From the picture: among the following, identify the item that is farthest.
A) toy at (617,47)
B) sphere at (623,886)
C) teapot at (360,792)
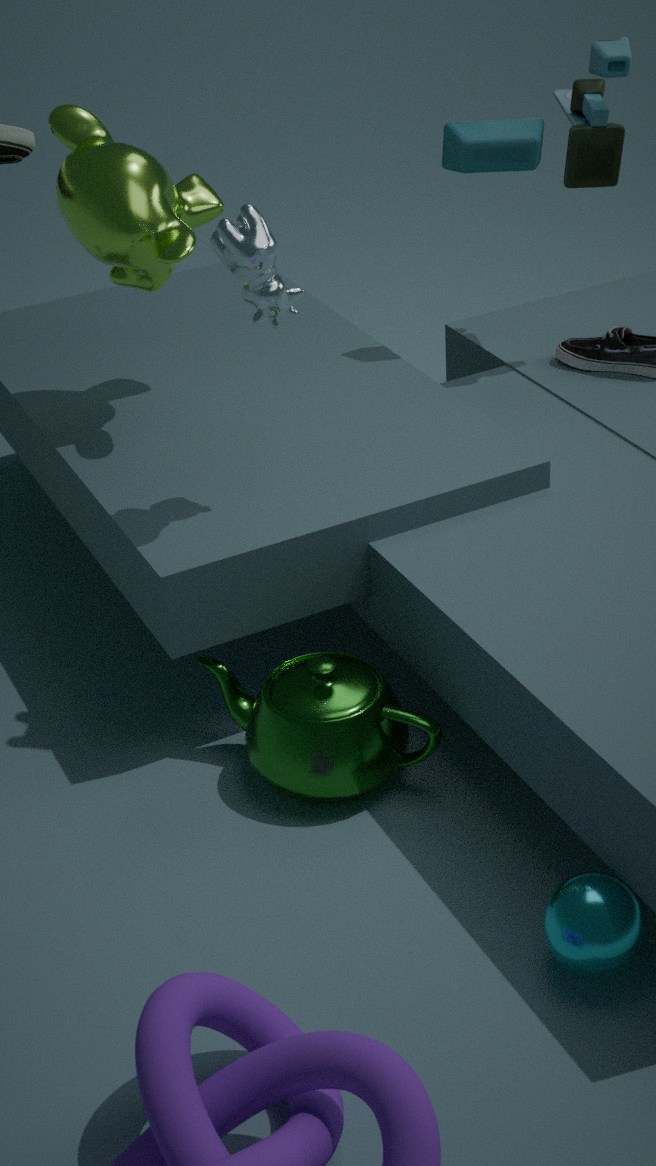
A. toy at (617,47)
